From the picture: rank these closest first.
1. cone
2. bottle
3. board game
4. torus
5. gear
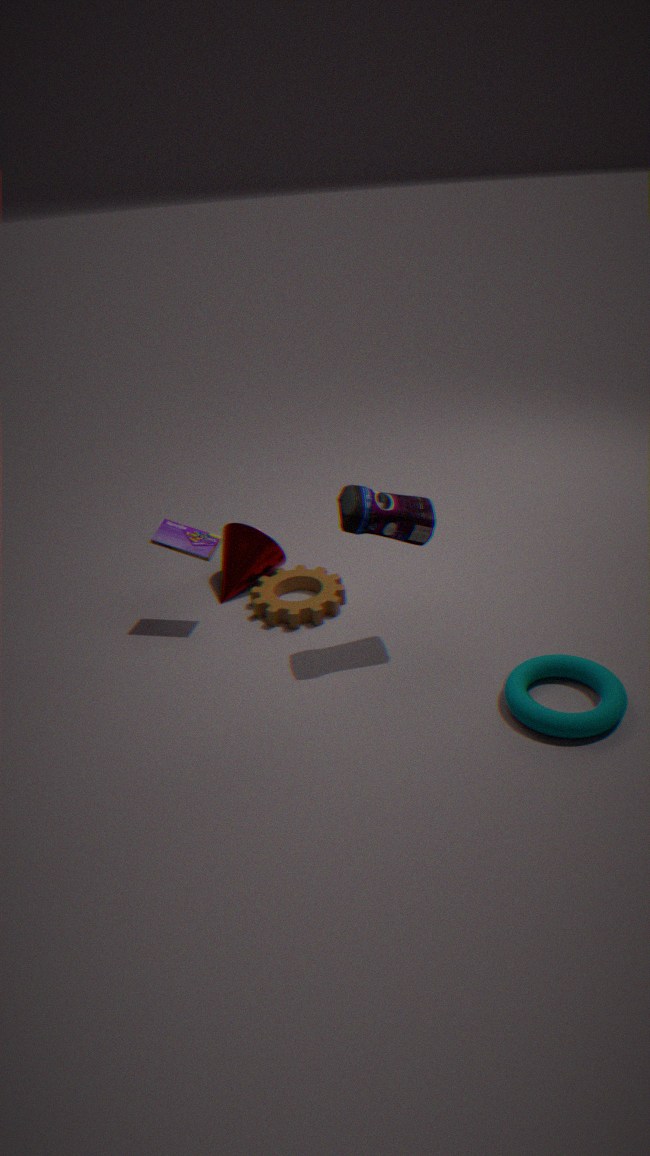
torus, bottle, board game, gear, cone
